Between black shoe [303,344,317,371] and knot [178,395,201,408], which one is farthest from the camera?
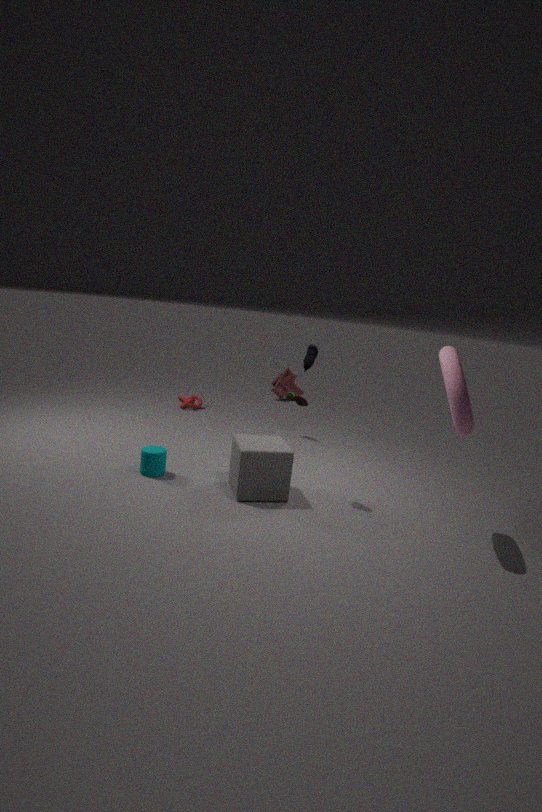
knot [178,395,201,408]
